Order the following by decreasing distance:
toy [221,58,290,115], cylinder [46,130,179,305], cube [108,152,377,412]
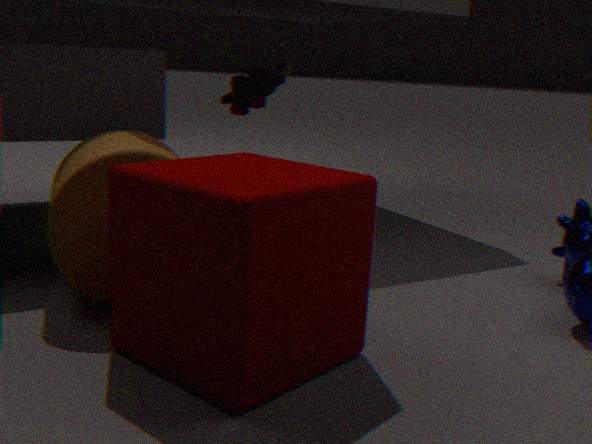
toy [221,58,290,115]
cylinder [46,130,179,305]
cube [108,152,377,412]
